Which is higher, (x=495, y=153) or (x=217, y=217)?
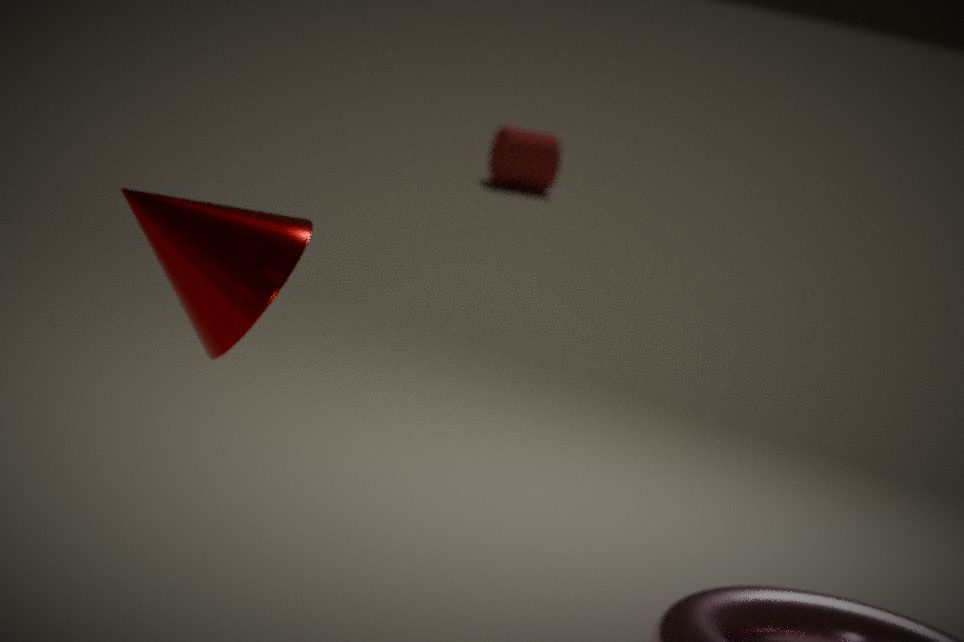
(x=217, y=217)
